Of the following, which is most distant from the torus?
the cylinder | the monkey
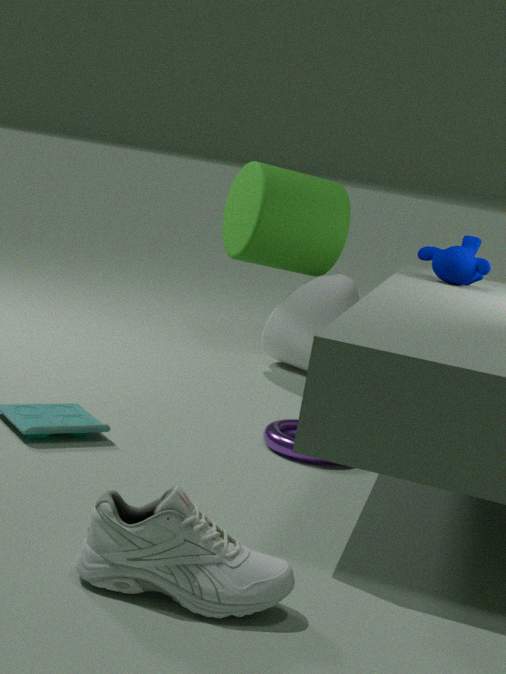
the cylinder
